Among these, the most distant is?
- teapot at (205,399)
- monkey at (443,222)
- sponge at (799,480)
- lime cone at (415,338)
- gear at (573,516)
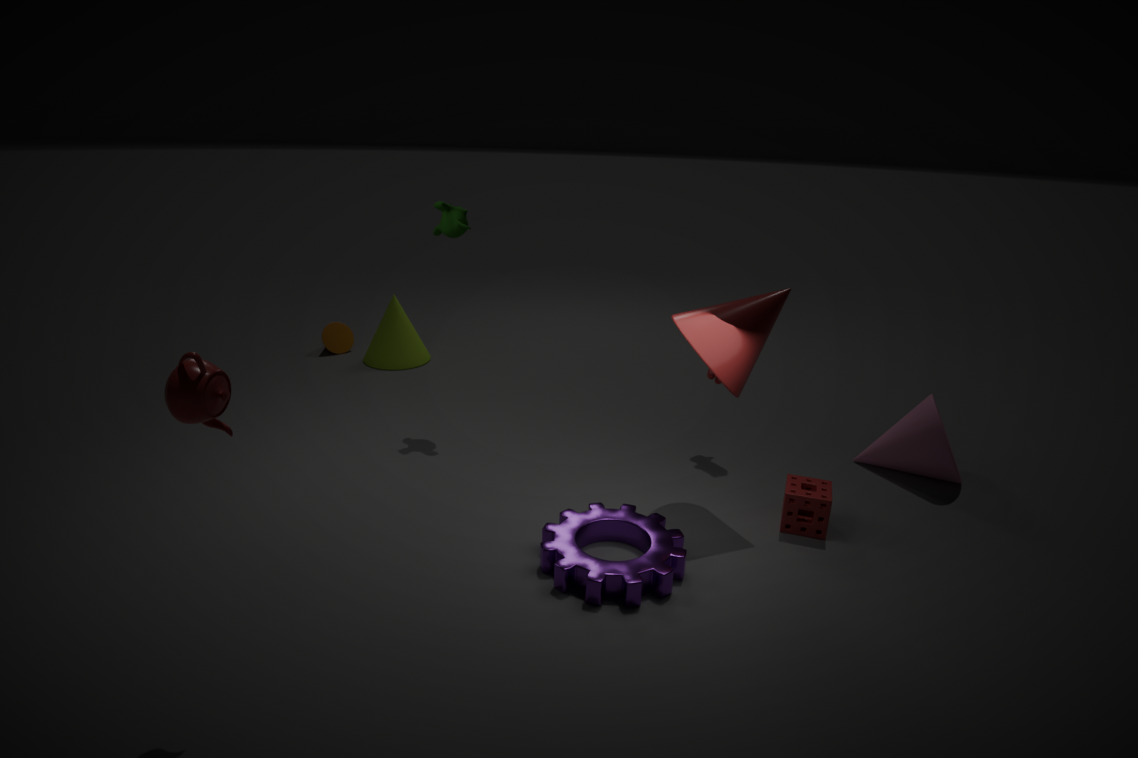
lime cone at (415,338)
